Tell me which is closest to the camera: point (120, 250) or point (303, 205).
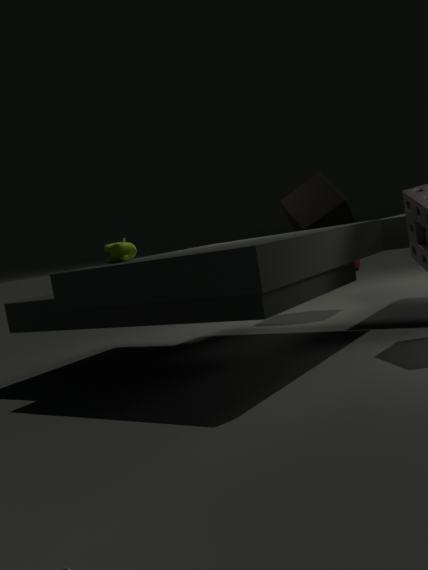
point (120, 250)
